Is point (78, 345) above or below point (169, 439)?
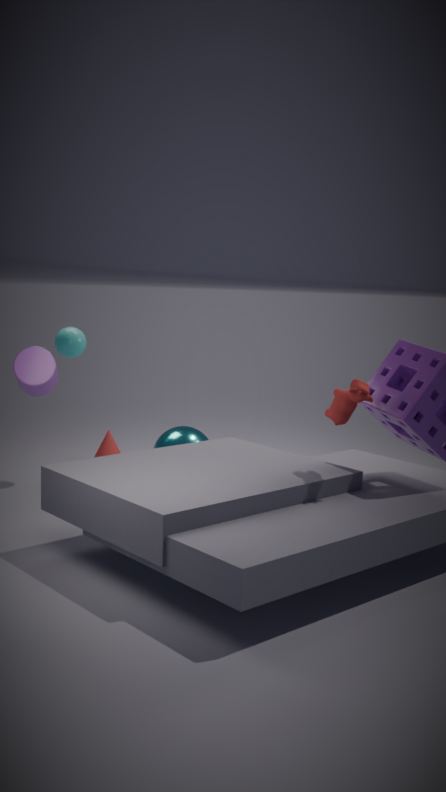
above
